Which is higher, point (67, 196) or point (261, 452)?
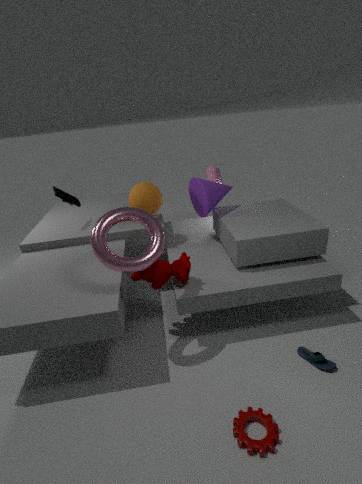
point (67, 196)
